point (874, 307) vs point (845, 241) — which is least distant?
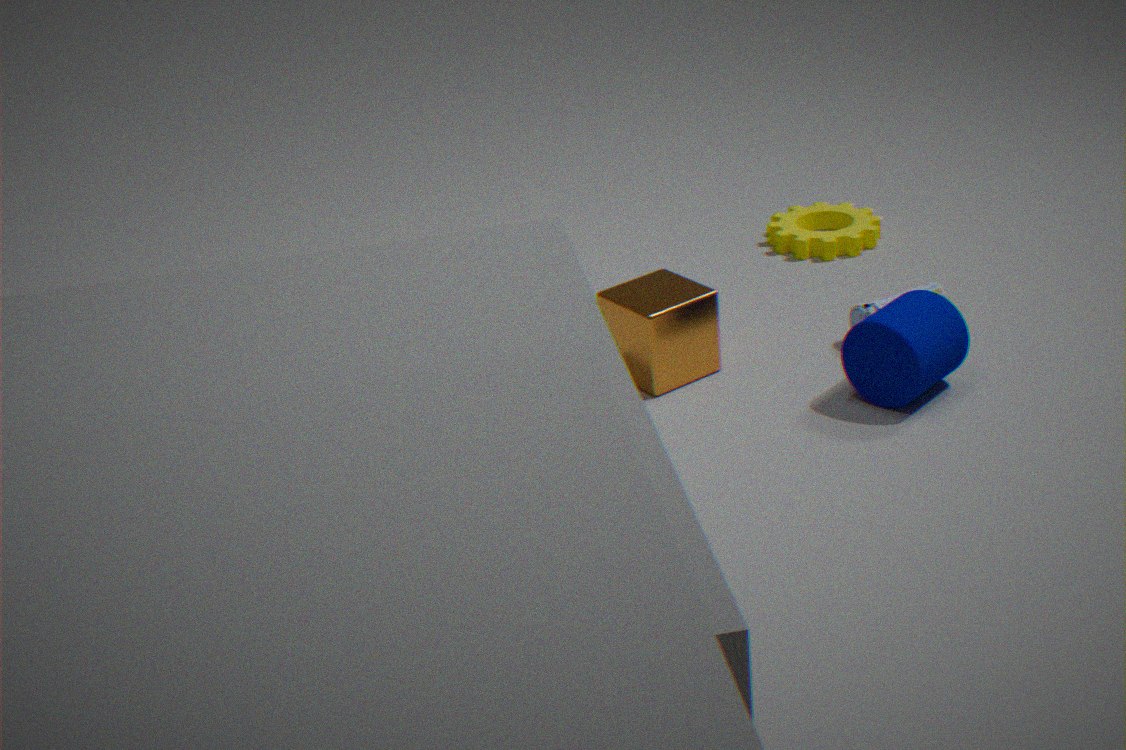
point (874, 307)
